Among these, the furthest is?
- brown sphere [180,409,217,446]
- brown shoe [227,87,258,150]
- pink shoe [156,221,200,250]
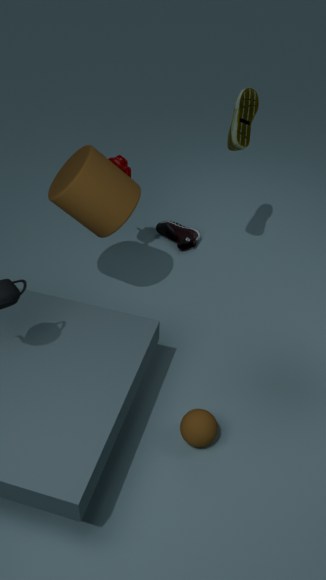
pink shoe [156,221,200,250]
